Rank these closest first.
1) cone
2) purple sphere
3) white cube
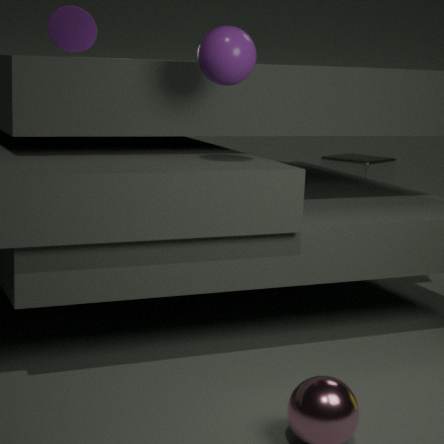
2. purple sphere, 1. cone, 3. white cube
